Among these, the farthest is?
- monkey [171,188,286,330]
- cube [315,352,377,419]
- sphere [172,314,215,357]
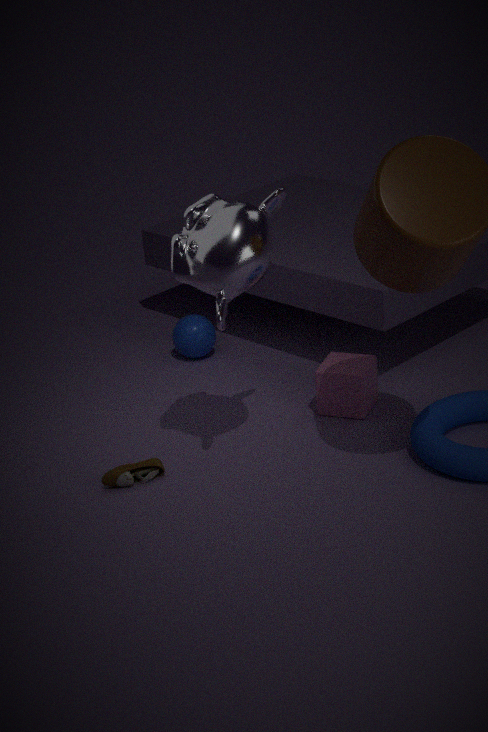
sphere [172,314,215,357]
